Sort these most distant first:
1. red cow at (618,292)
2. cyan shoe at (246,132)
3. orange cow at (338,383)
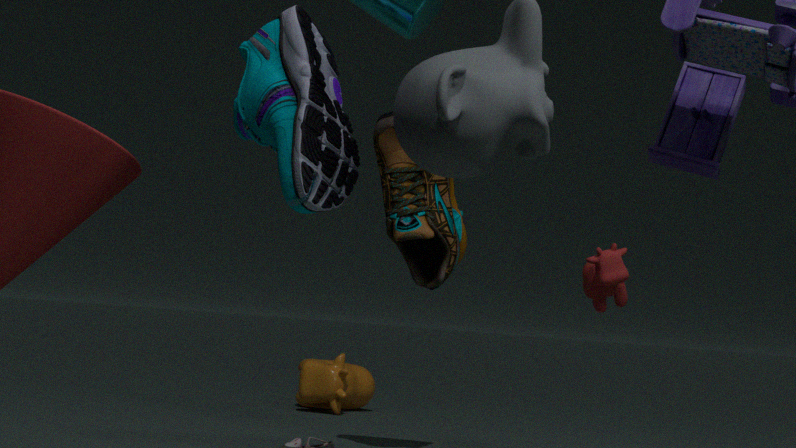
orange cow at (338,383) < red cow at (618,292) < cyan shoe at (246,132)
